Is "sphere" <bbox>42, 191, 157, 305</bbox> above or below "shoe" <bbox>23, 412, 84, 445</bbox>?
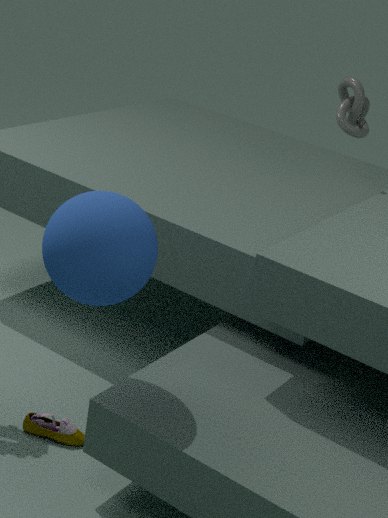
above
